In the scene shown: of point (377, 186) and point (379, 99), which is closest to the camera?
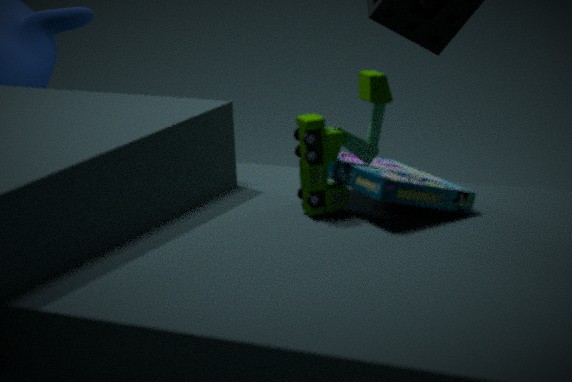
point (377, 186)
